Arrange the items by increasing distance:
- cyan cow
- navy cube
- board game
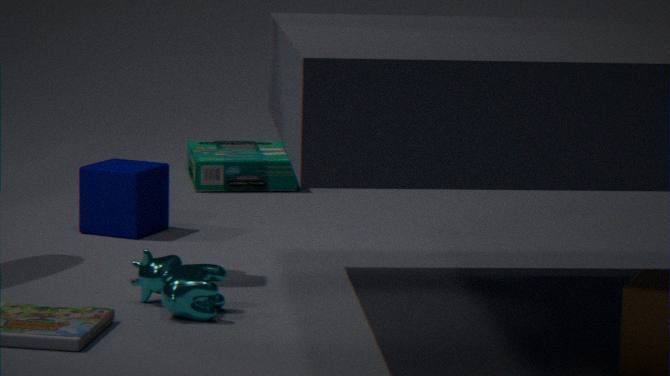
cyan cow < navy cube < board game
